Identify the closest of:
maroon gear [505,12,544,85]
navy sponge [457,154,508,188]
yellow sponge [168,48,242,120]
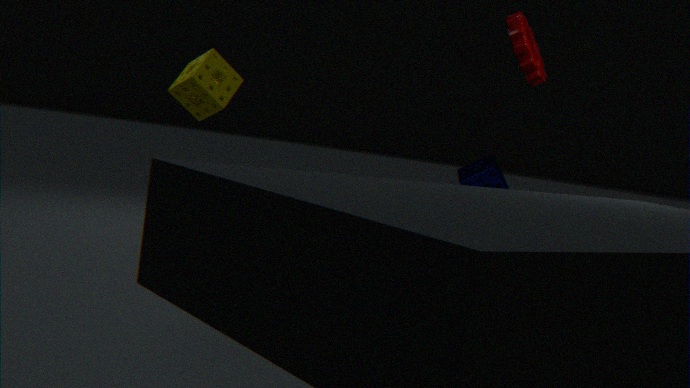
maroon gear [505,12,544,85]
